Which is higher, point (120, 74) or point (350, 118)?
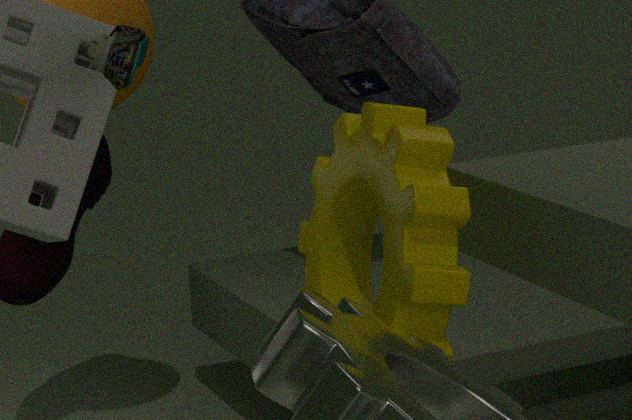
point (120, 74)
